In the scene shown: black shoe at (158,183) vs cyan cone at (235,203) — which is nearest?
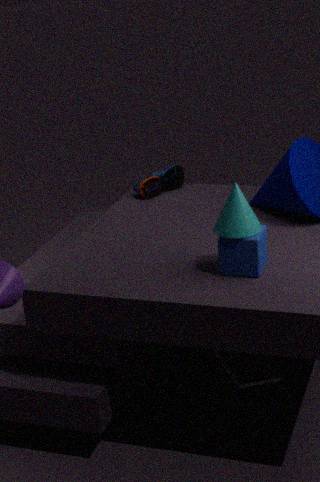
cyan cone at (235,203)
